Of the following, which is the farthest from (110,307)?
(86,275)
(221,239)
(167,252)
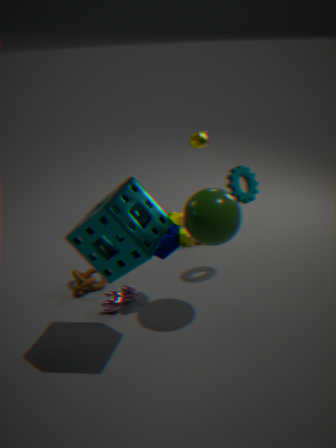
(221,239)
